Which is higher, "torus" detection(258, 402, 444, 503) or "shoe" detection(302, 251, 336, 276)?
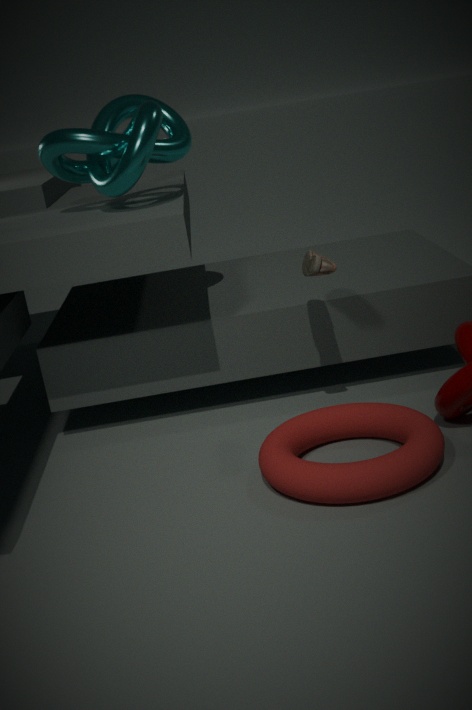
"shoe" detection(302, 251, 336, 276)
